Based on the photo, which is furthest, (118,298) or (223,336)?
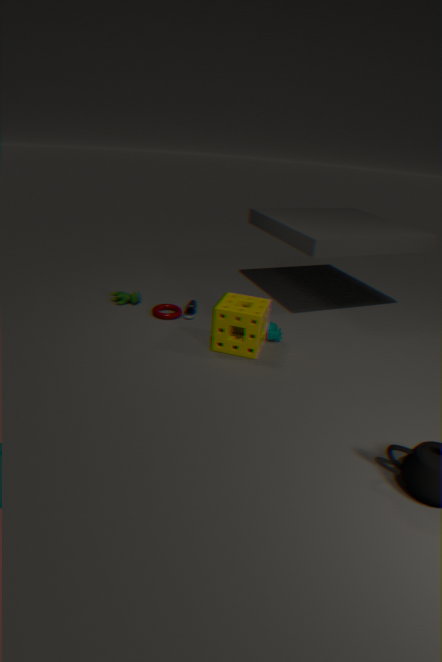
(118,298)
